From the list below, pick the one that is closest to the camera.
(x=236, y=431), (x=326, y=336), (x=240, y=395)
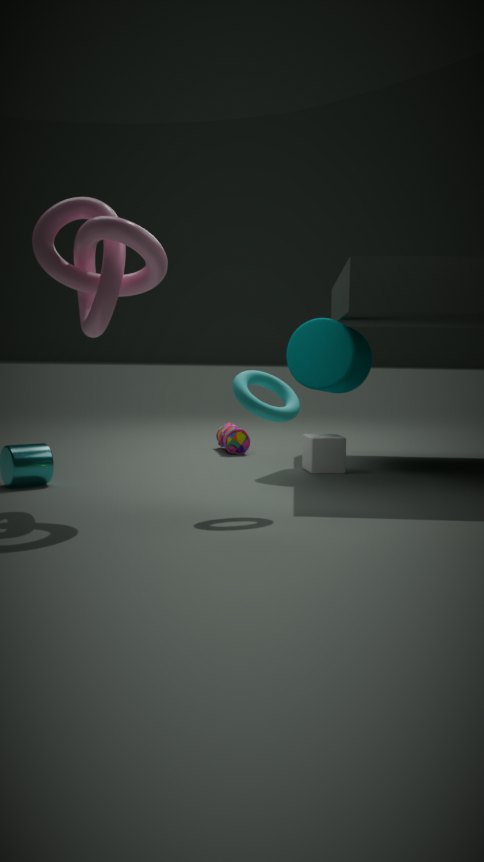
(x=240, y=395)
